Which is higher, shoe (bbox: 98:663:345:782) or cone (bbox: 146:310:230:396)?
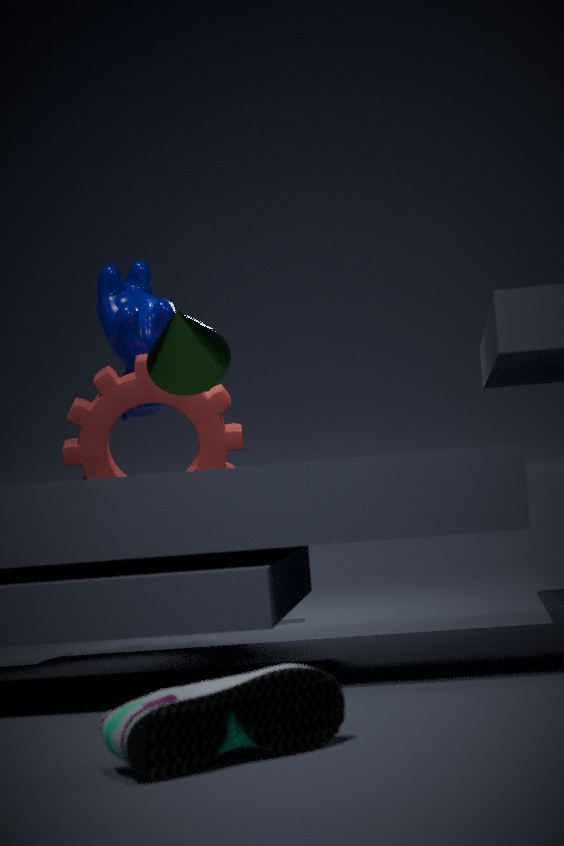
cone (bbox: 146:310:230:396)
